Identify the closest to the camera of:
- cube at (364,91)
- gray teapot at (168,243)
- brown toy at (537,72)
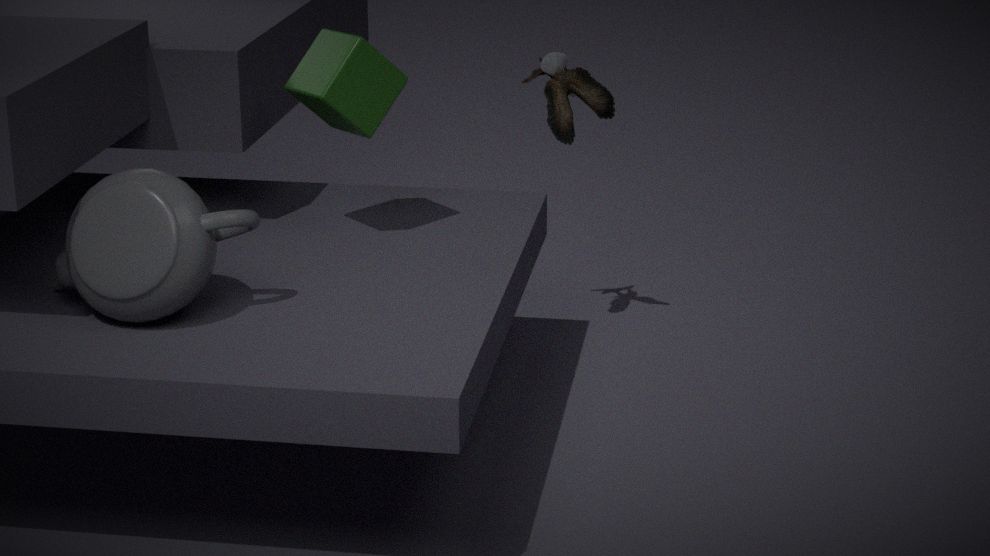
gray teapot at (168,243)
